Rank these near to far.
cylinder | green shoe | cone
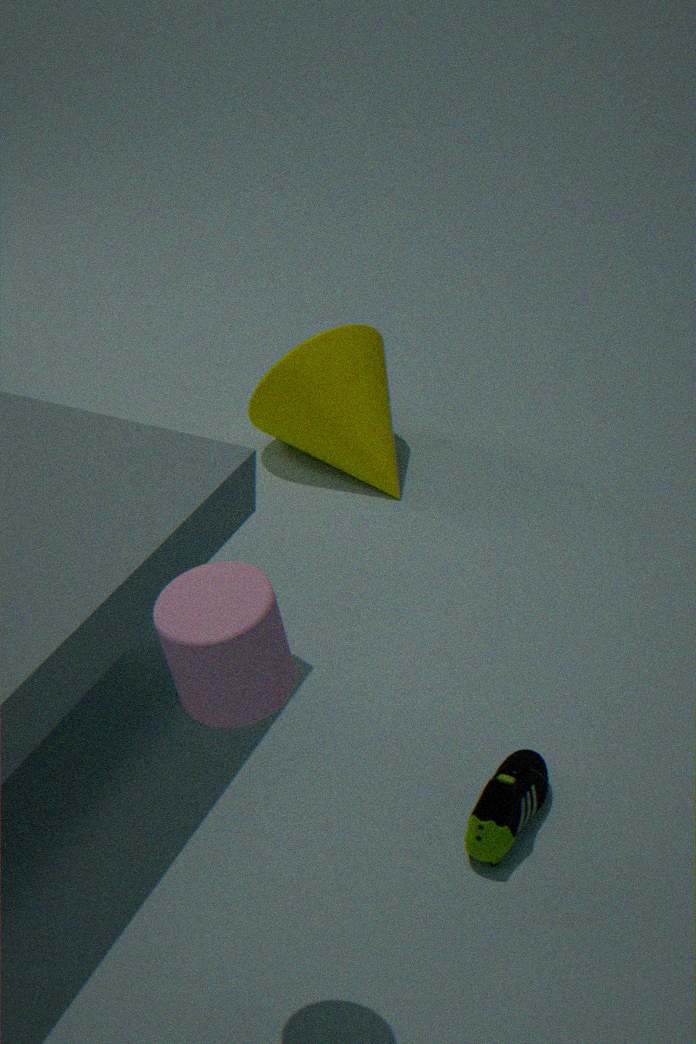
cylinder → green shoe → cone
